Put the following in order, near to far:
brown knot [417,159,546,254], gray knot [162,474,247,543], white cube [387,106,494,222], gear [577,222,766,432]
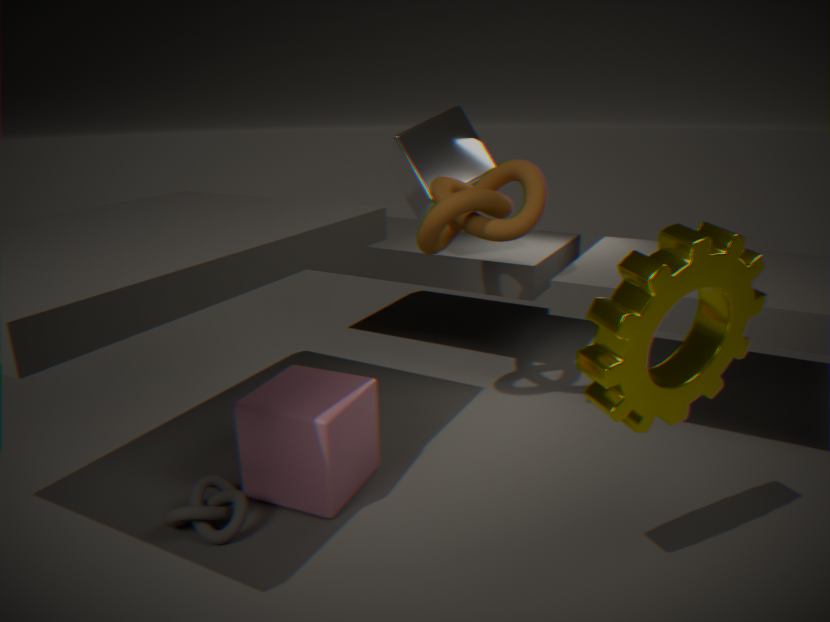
gear [577,222,766,432], gray knot [162,474,247,543], brown knot [417,159,546,254], white cube [387,106,494,222]
